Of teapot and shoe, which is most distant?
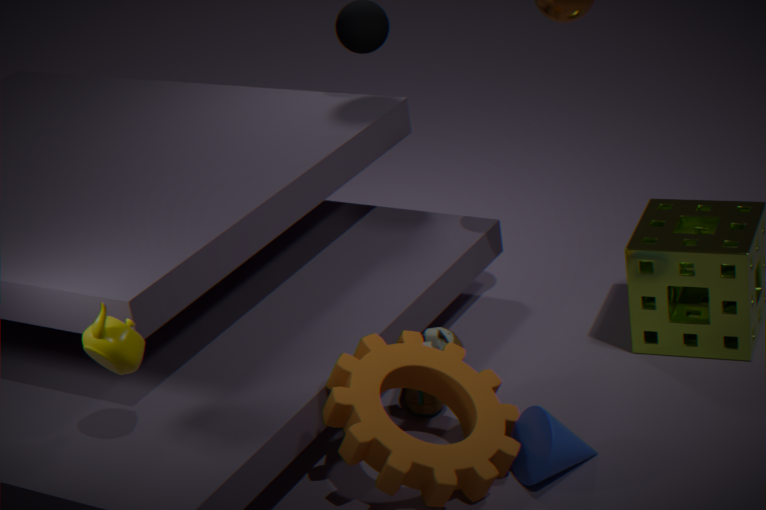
shoe
